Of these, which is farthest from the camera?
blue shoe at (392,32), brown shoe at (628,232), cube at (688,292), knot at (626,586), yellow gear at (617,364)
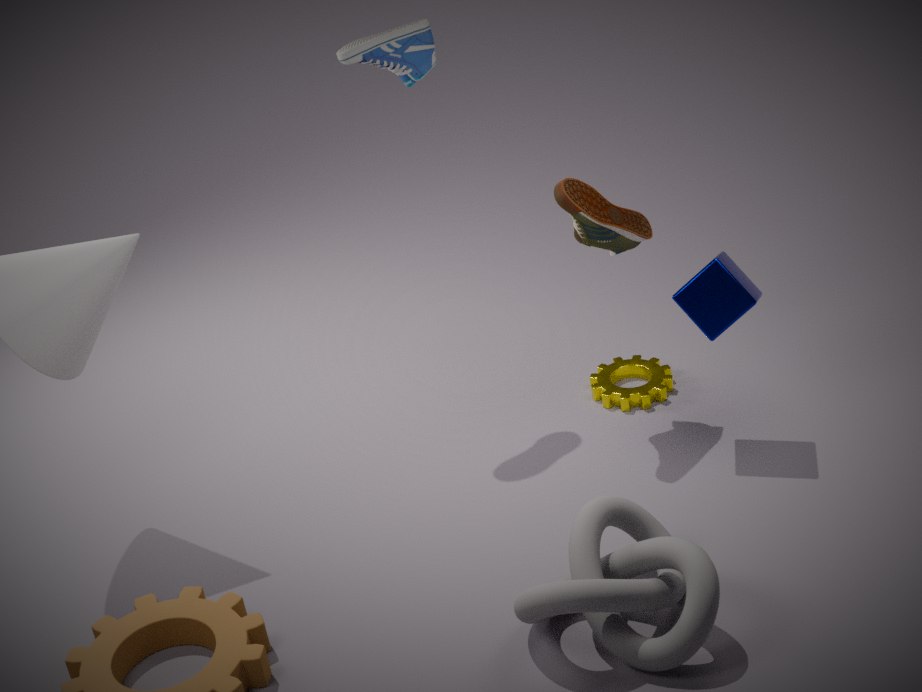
yellow gear at (617,364)
